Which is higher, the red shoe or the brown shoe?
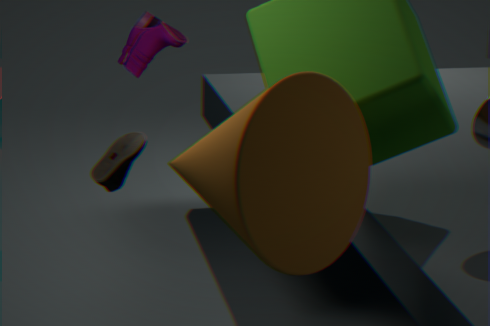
the red shoe
